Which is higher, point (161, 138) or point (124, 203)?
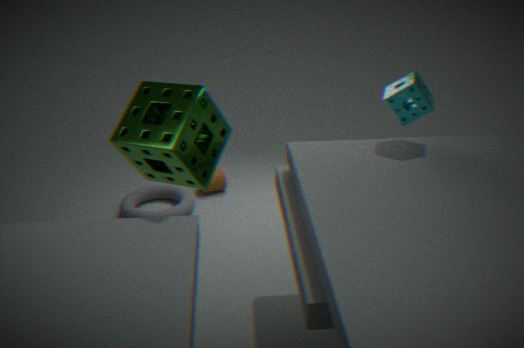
point (161, 138)
